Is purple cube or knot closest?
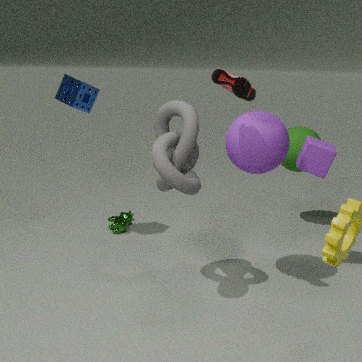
knot
